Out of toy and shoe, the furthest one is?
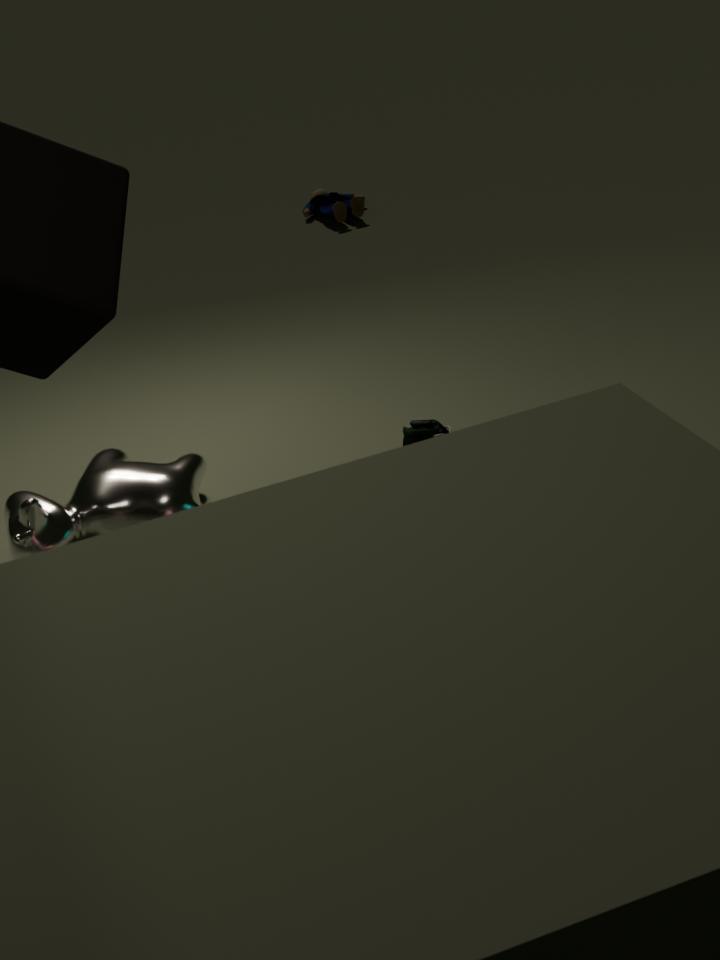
toy
